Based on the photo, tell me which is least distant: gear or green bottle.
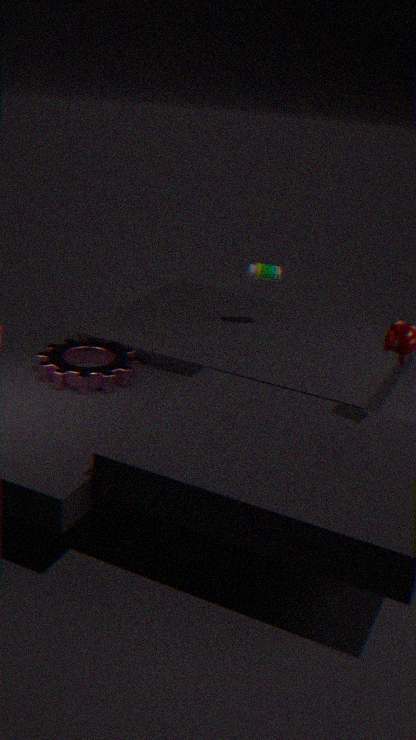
gear
